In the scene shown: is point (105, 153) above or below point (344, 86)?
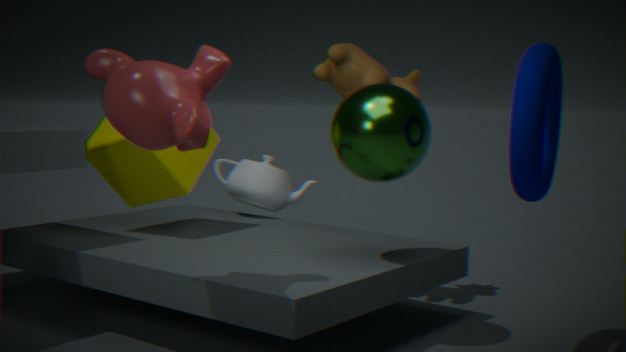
below
